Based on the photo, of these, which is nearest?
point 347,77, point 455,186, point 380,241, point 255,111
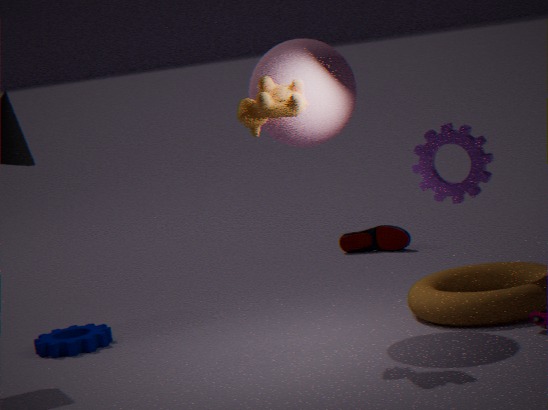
point 255,111
